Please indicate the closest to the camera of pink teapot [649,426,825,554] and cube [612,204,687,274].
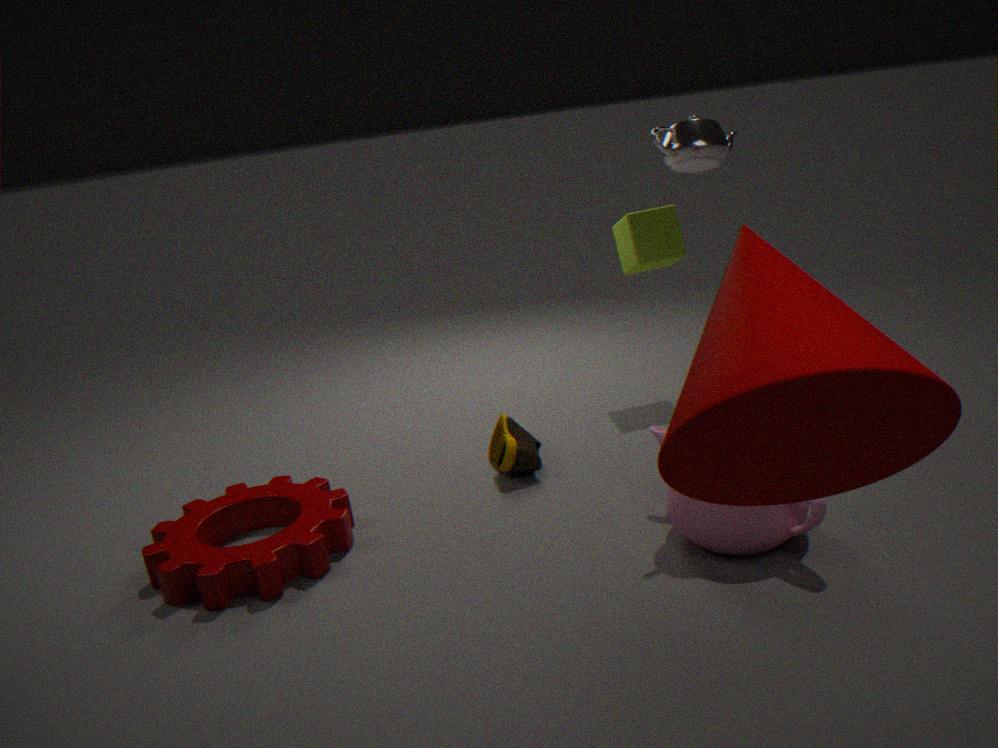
pink teapot [649,426,825,554]
